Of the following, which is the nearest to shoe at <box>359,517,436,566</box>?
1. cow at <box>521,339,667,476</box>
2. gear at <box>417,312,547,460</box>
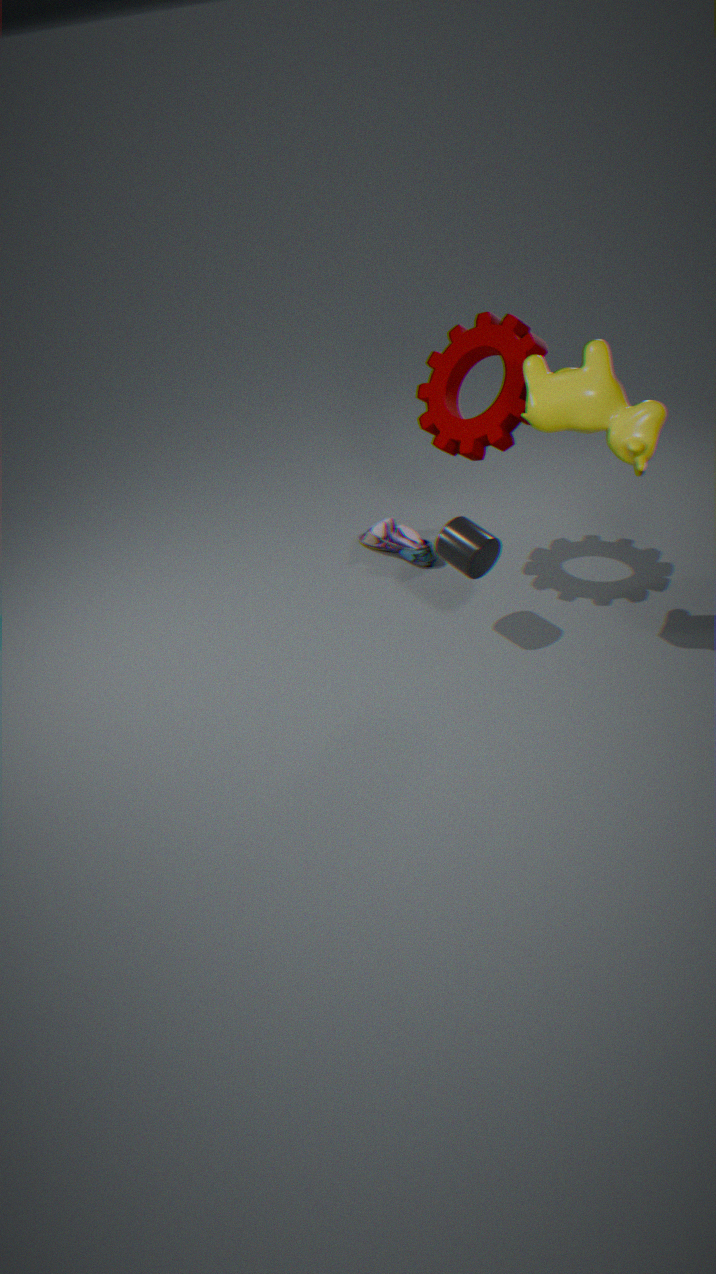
gear at <box>417,312,547,460</box>
